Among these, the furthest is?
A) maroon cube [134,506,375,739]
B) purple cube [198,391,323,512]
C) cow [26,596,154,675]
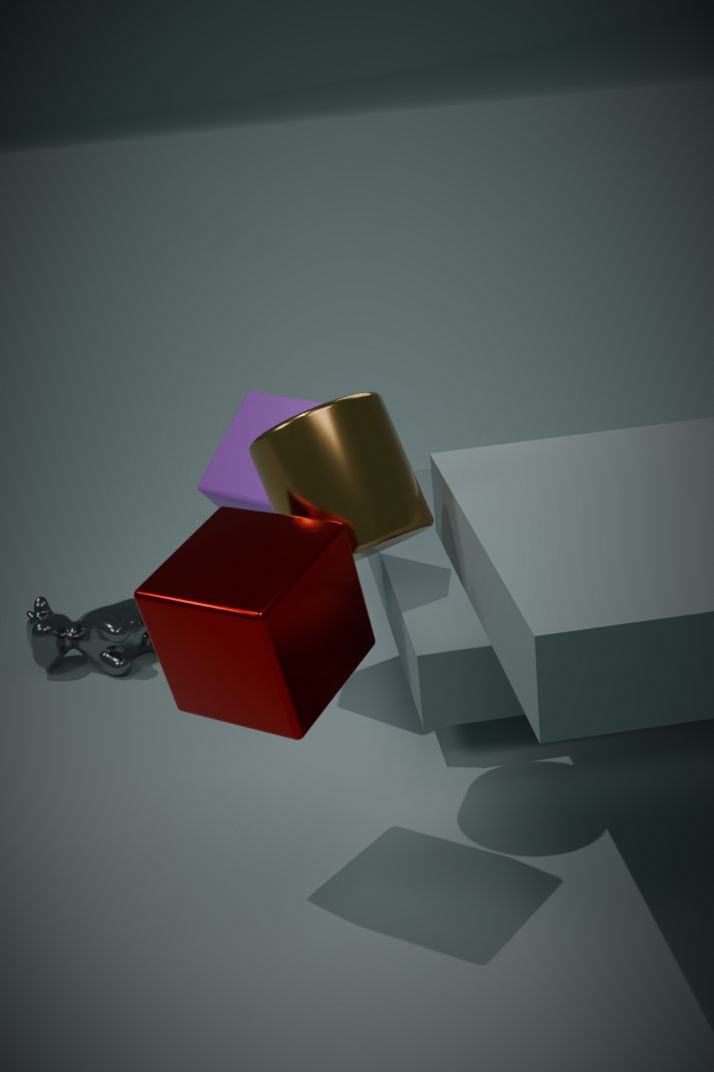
cow [26,596,154,675]
